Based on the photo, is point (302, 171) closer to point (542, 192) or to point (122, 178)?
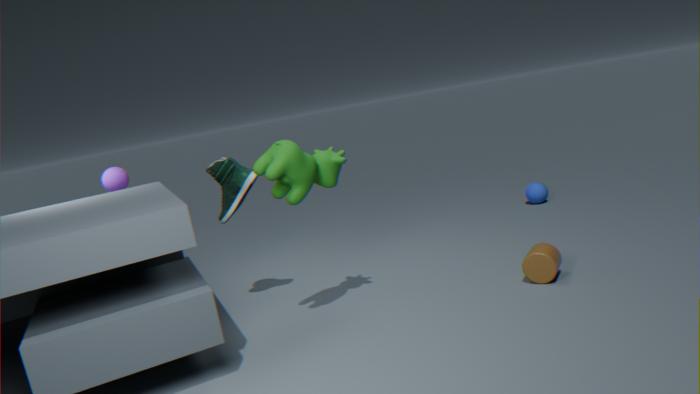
point (122, 178)
